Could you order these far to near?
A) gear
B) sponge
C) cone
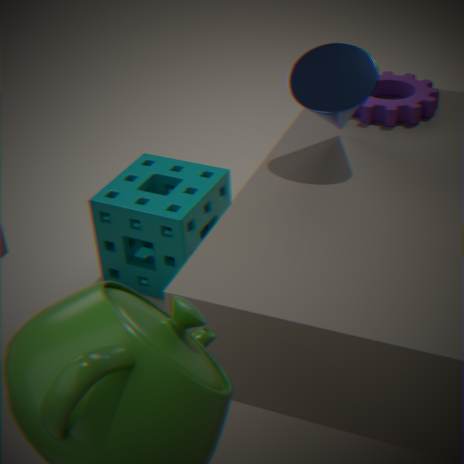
sponge → gear → cone
